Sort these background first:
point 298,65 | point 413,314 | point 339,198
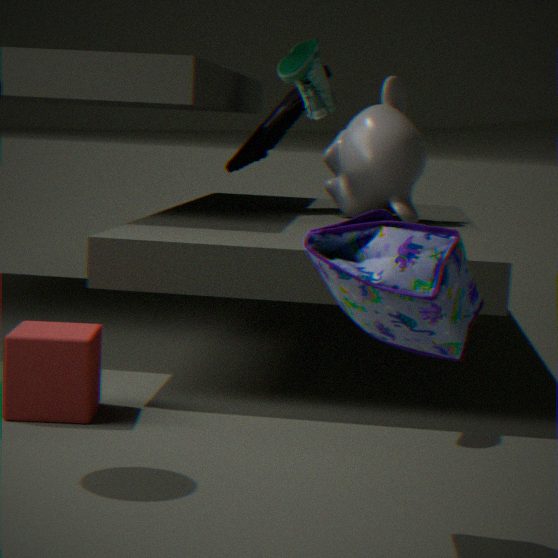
1. point 339,198
2. point 298,65
3. point 413,314
